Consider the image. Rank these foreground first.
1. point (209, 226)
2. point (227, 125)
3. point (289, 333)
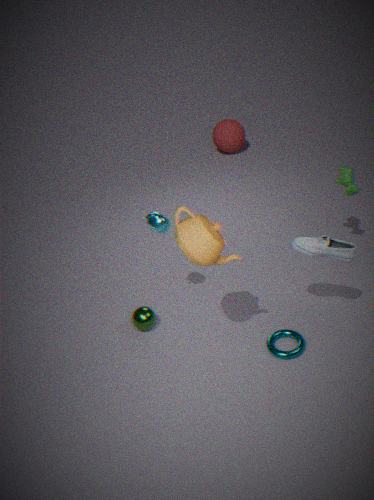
1. point (209, 226)
2. point (289, 333)
3. point (227, 125)
